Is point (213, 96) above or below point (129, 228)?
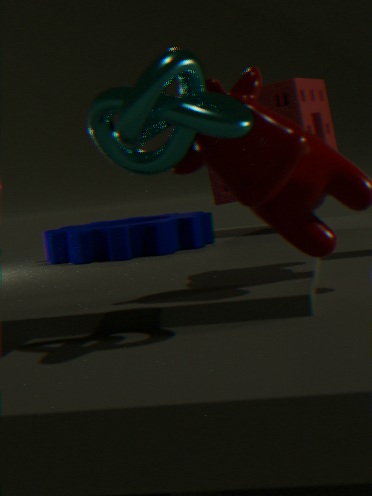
above
